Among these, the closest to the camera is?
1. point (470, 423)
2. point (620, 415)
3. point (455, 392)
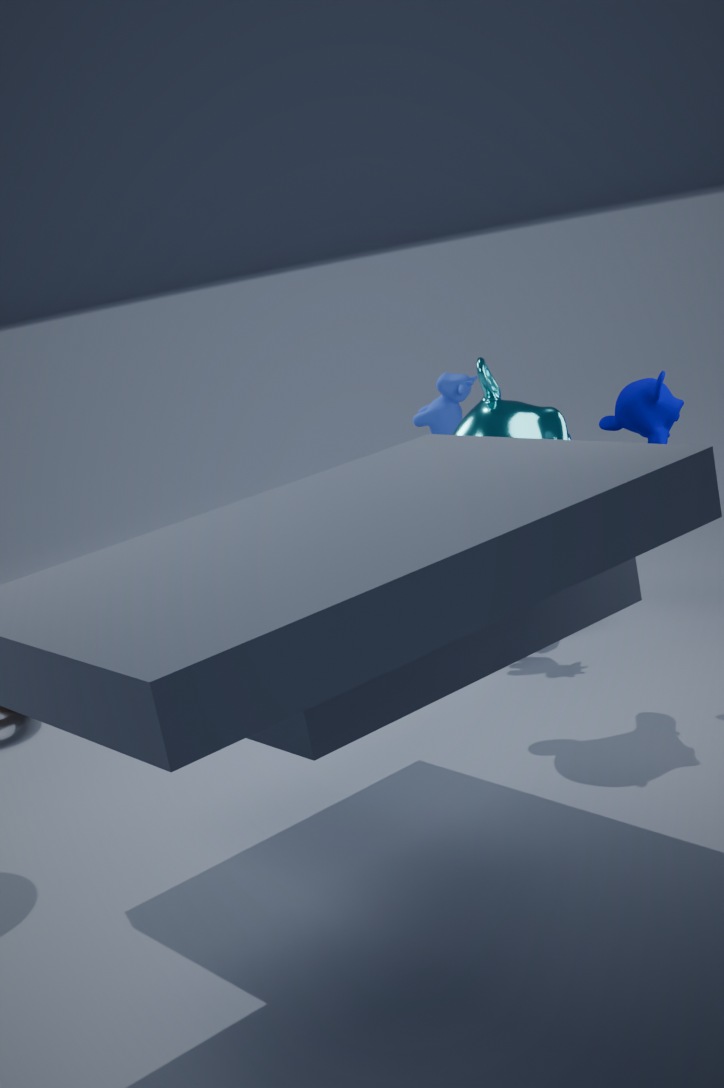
point (470, 423)
